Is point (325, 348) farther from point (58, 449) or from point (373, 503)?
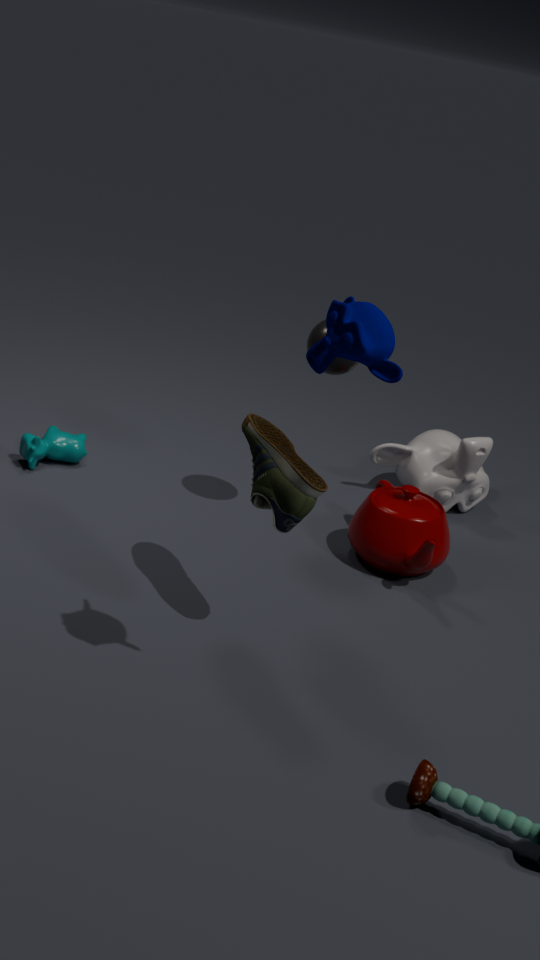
point (58, 449)
